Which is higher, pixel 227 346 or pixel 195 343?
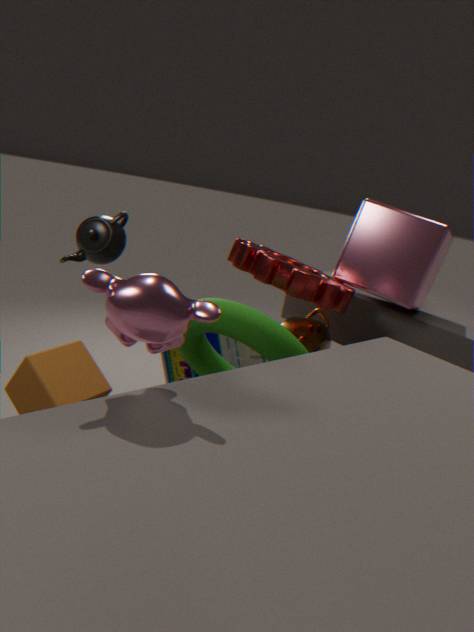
pixel 195 343
